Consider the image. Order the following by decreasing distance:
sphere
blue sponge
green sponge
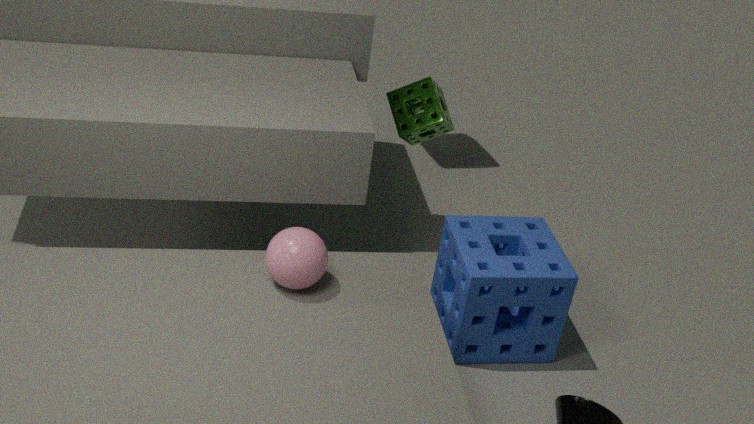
green sponge, blue sponge, sphere
